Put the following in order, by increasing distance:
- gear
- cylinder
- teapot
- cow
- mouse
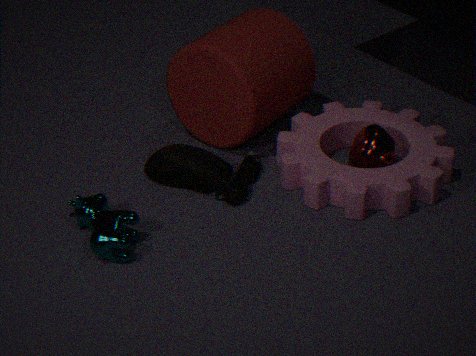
1. cow
2. gear
3. mouse
4. teapot
5. cylinder
